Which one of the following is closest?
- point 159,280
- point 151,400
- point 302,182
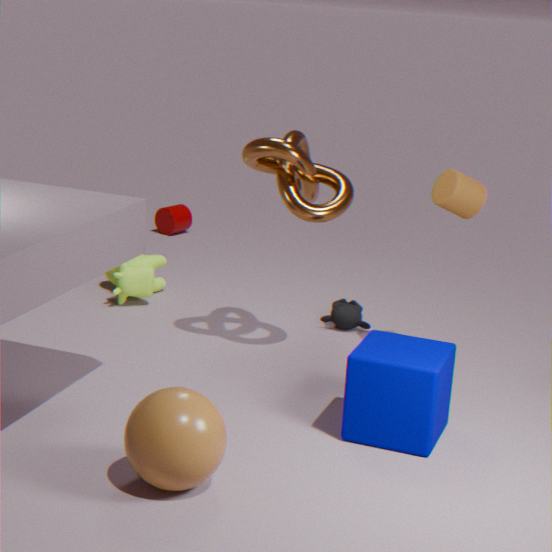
point 151,400
